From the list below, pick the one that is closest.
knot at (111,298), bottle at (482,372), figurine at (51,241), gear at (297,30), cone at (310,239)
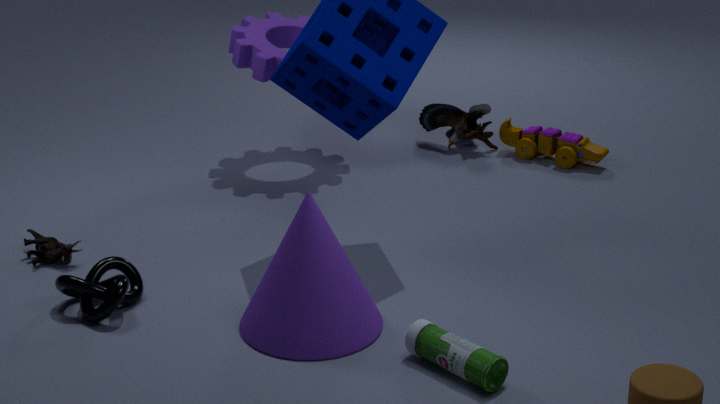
bottle at (482,372)
